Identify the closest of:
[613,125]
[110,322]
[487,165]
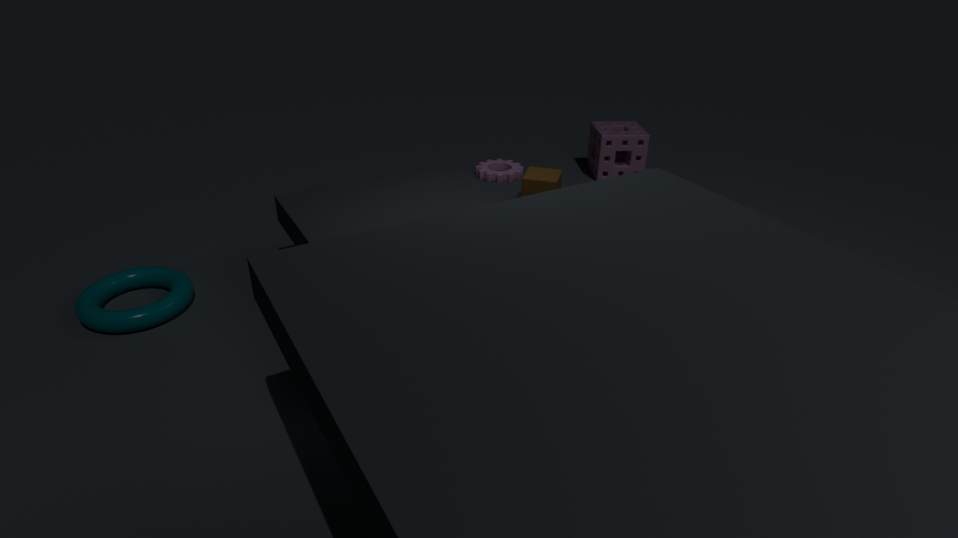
[110,322]
